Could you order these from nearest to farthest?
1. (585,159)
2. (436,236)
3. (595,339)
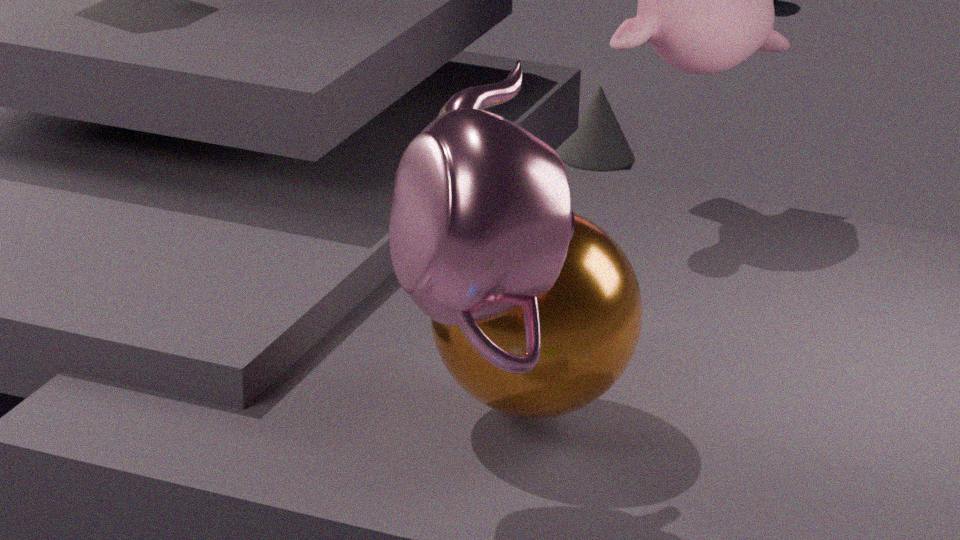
(436,236) < (595,339) < (585,159)
